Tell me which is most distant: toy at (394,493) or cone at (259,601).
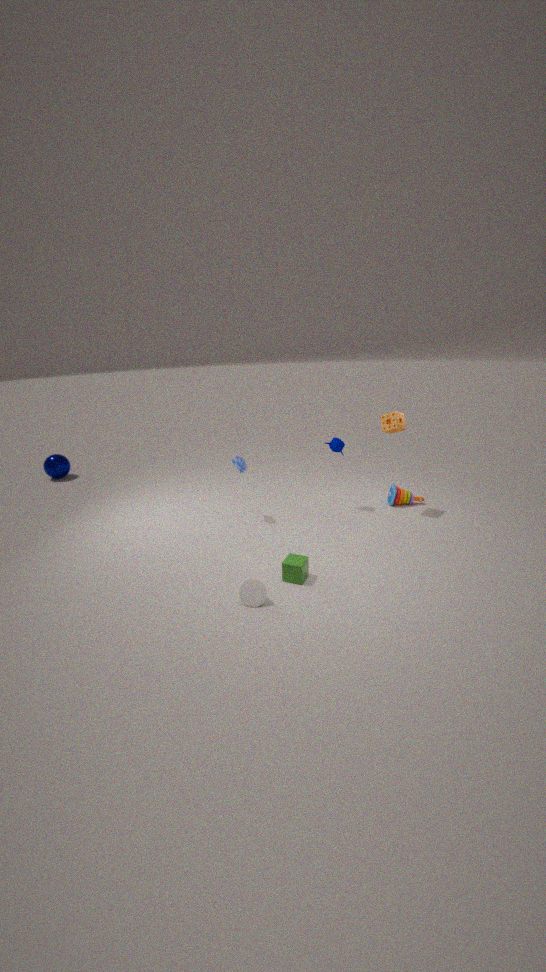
toy at (394,493)
